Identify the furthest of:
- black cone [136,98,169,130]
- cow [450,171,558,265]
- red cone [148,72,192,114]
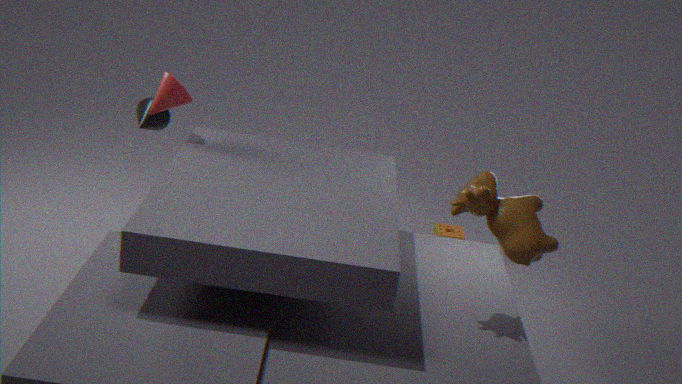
black cone [136,98,169,130]
